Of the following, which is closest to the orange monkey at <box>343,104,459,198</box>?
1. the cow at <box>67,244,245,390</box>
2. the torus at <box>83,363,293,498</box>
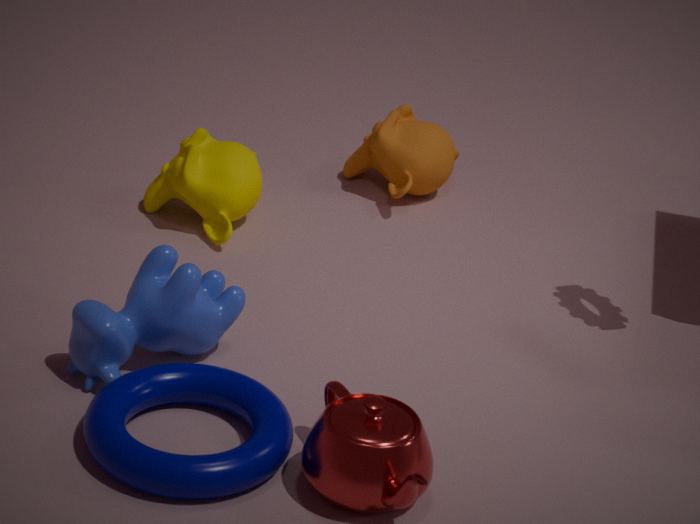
the cow at <box>67,244,245,390</box>
